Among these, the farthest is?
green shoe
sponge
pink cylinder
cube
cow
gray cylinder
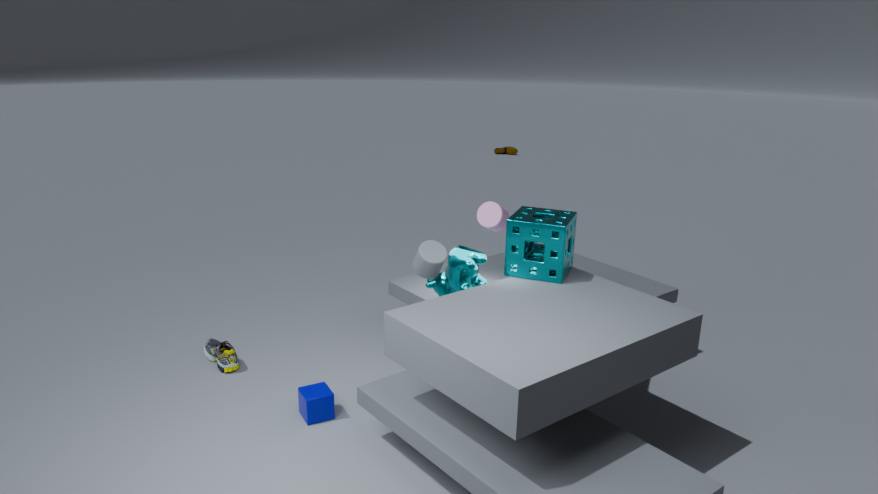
green shoe
